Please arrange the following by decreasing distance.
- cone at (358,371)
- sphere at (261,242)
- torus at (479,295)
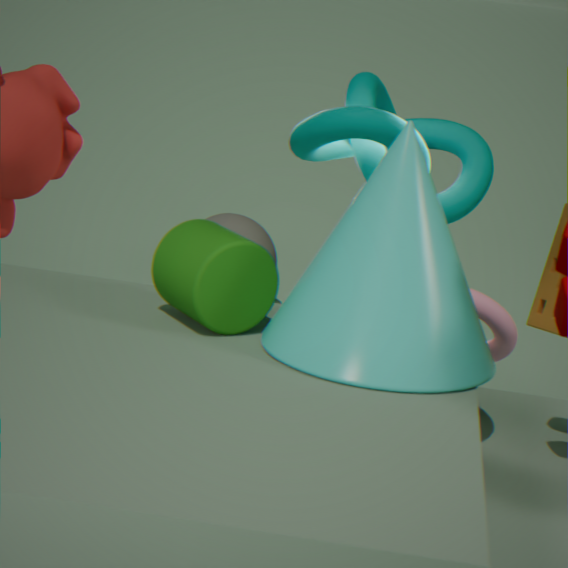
sphere at (261,242), torus at (479,295), cone at (358,371)
